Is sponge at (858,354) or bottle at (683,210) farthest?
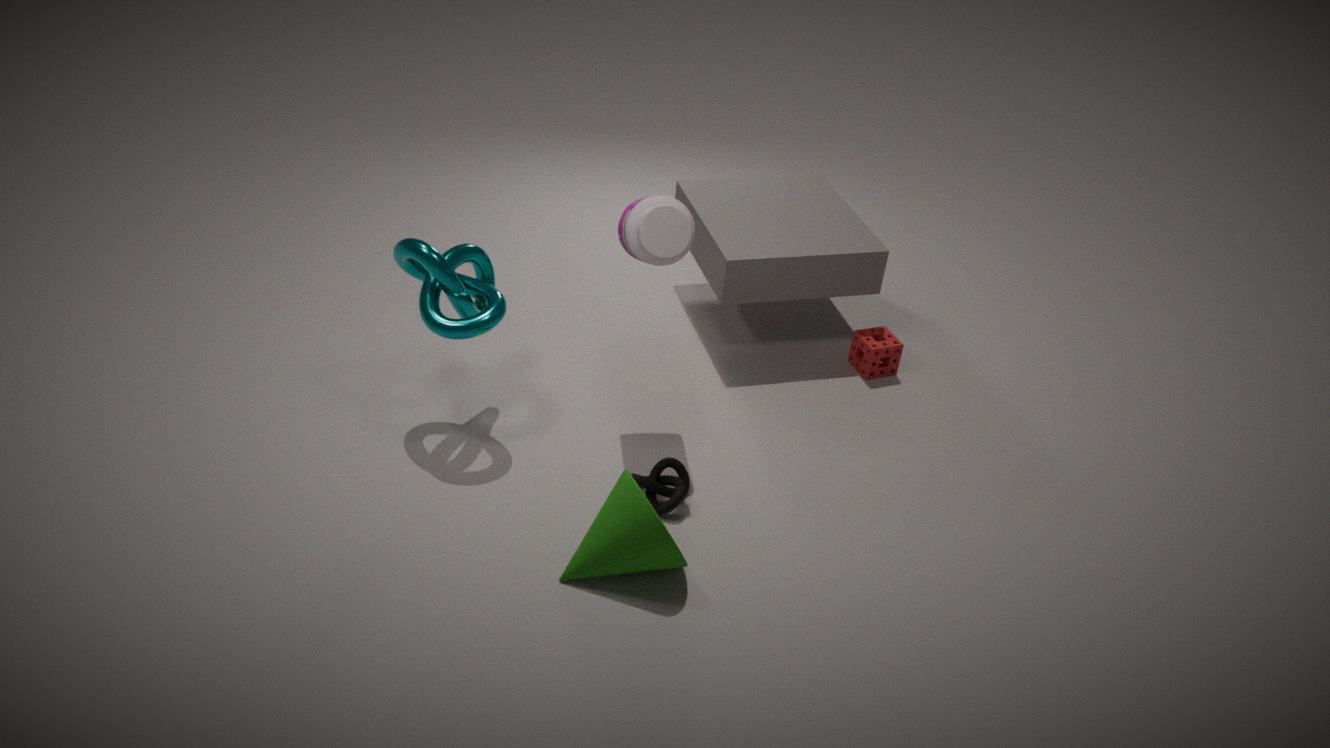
sponge at (858,354)
